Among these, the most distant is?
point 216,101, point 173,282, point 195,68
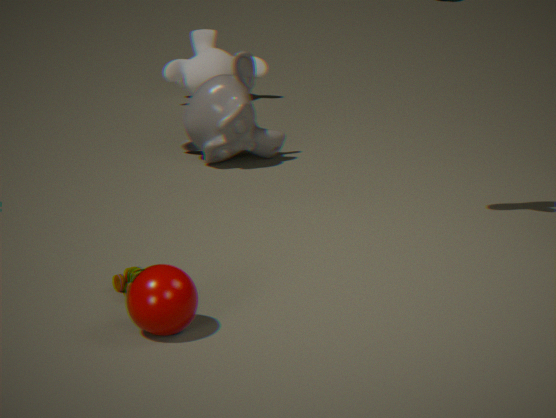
point 195,68
